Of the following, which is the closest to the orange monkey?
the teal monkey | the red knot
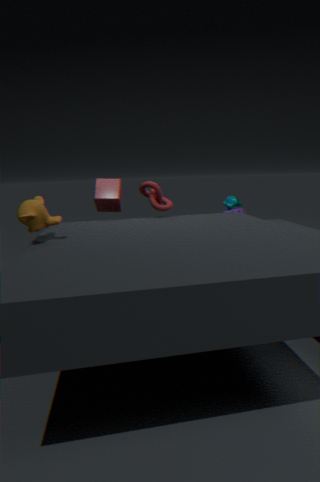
the red knot
